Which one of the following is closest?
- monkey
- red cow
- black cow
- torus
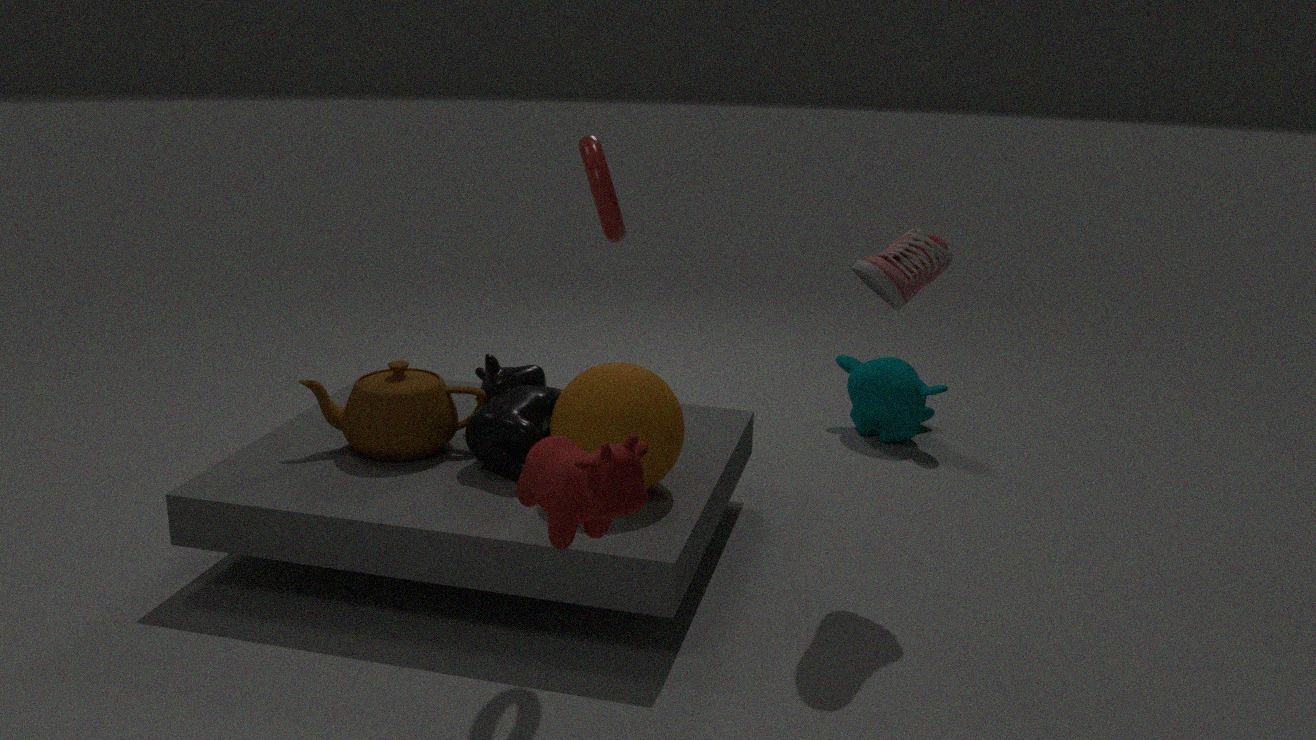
red cow
